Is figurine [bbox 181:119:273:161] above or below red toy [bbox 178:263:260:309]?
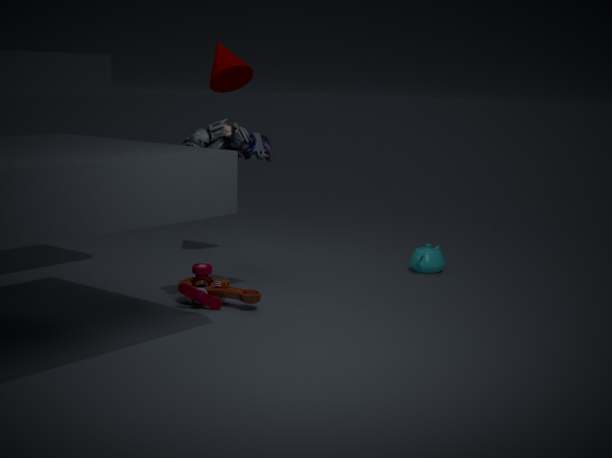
above
